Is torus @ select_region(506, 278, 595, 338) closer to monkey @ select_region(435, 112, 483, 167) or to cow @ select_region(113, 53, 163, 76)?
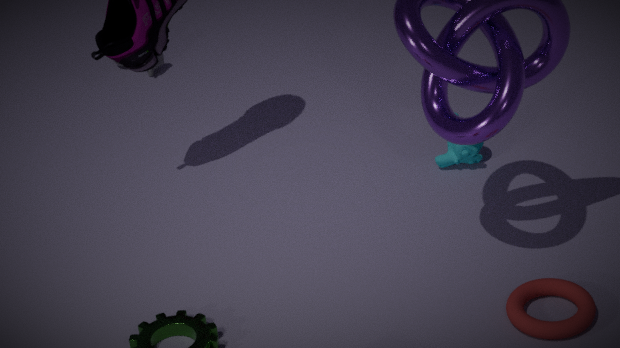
monkey @ select_region(435, 112, 483, 167)
